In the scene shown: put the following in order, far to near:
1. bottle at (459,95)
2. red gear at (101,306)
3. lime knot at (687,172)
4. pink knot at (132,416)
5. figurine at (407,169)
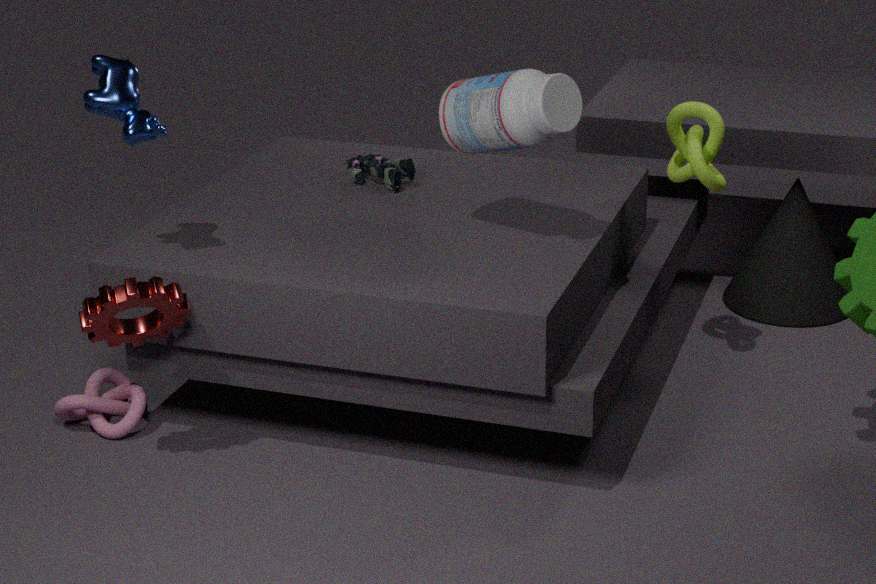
figurine at (407,169), lime knot at (687,172), pink knot at (132,416), bottle at (459,95), red gear at (101,306)
